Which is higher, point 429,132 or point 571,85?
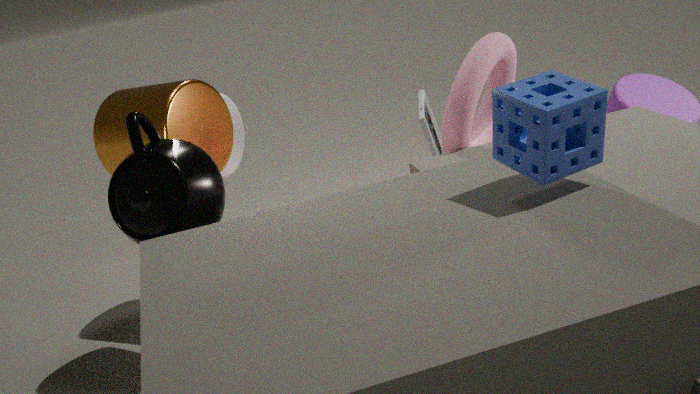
point 571,85
